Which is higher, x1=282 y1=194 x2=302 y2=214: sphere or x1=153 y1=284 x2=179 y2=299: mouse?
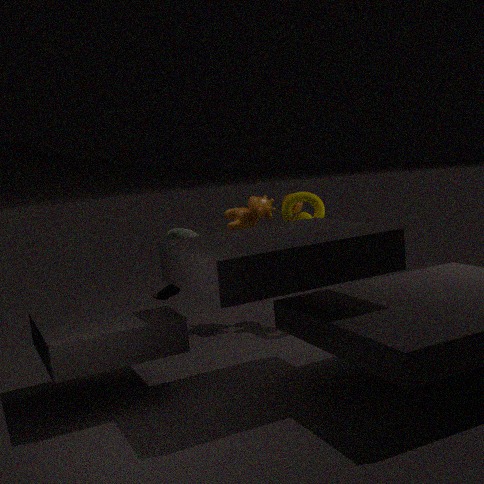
x1=282 y1=194 x2=302 y2=214: sphere
